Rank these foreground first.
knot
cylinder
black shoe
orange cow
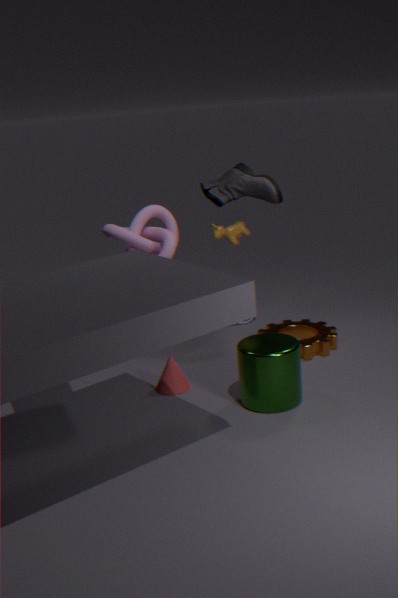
cylinder, knot, black shoe, orange cow
